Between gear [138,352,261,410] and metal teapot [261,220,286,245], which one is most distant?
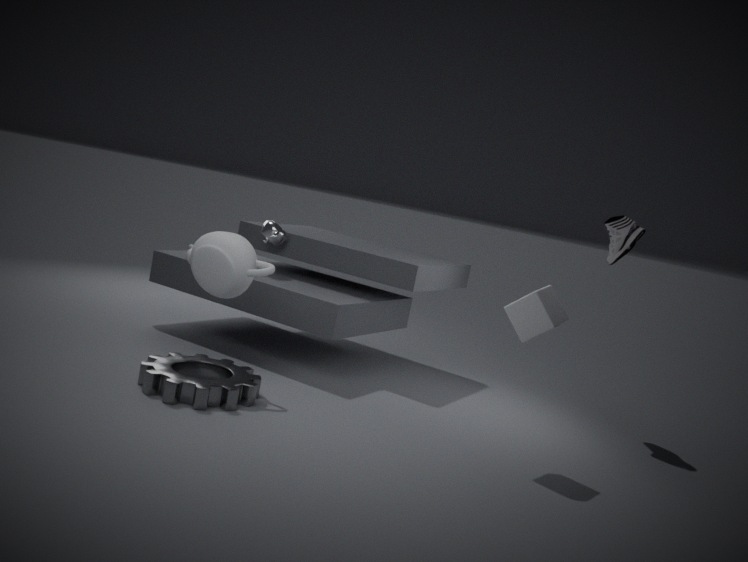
metal teapot [261,220,286,245]
